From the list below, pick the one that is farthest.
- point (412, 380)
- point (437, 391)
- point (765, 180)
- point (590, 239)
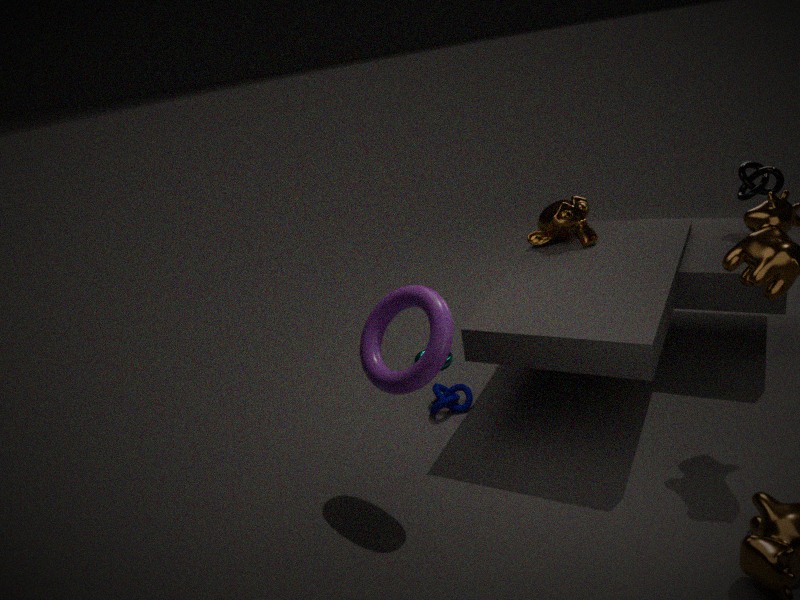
point (590, 239)
